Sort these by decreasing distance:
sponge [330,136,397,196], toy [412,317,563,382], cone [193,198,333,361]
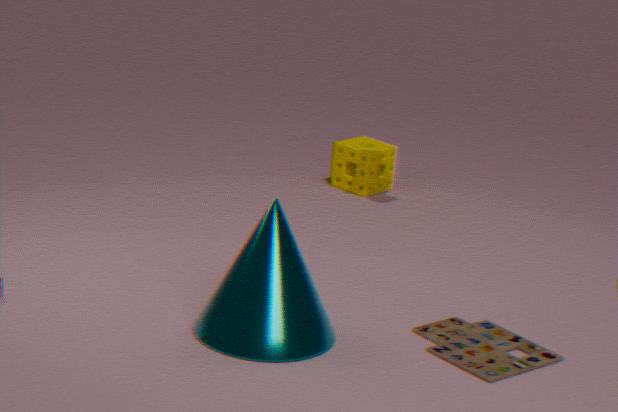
sponge [330,136,397,196] < toy [412,317,563,382] < cone [193,198,333,361]
